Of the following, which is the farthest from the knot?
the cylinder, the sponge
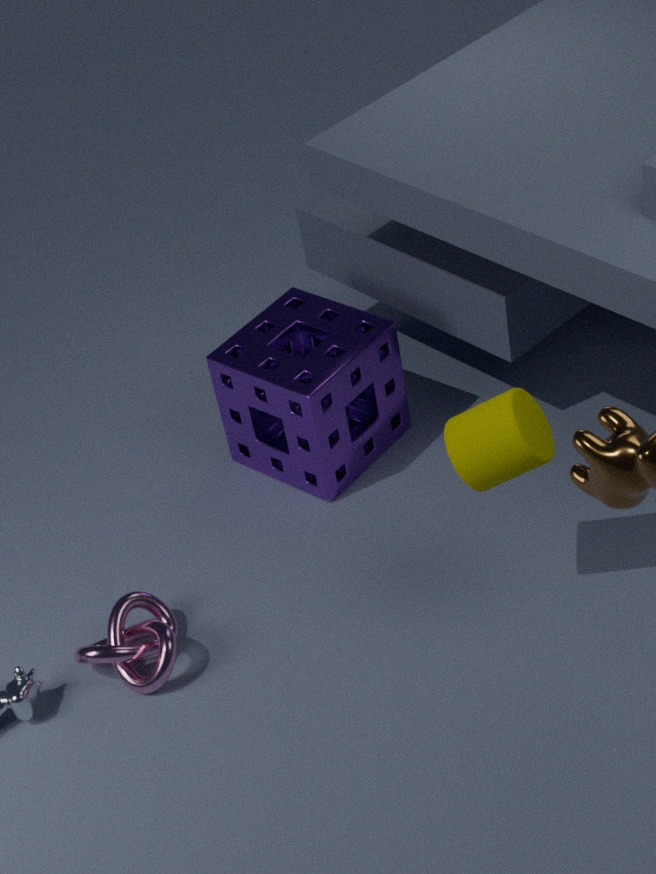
the cylinder
